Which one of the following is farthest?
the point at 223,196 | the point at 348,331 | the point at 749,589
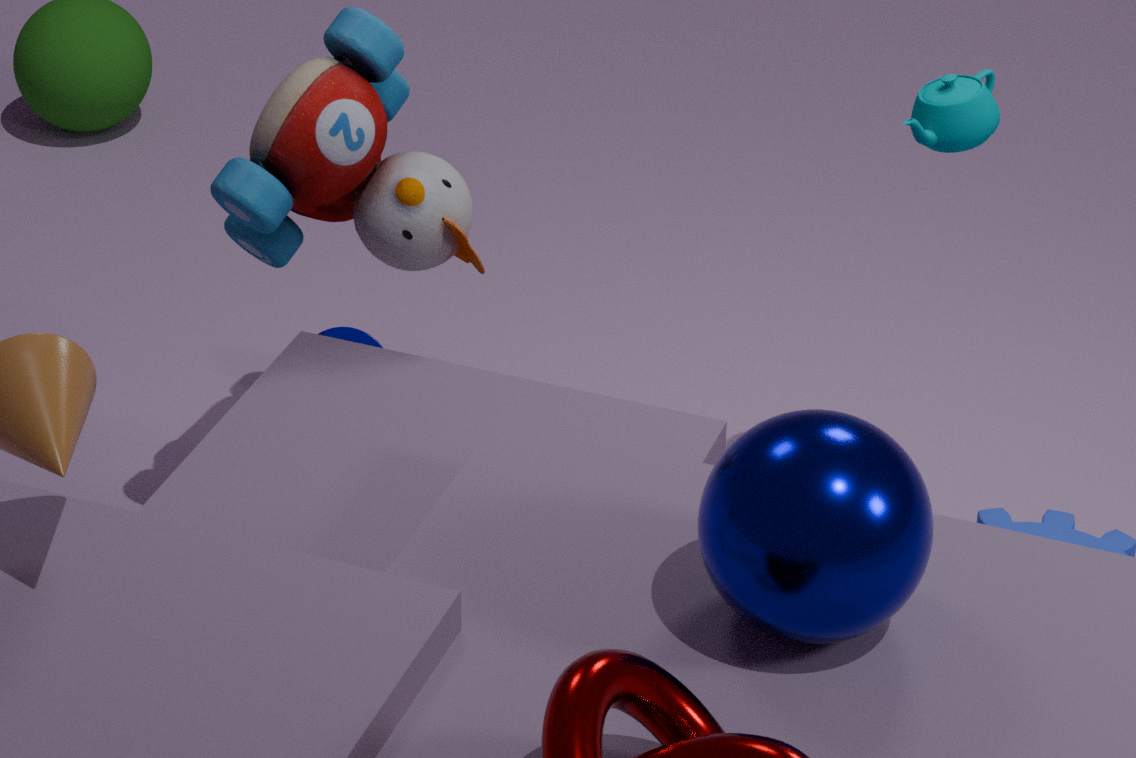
the point at 348,331
